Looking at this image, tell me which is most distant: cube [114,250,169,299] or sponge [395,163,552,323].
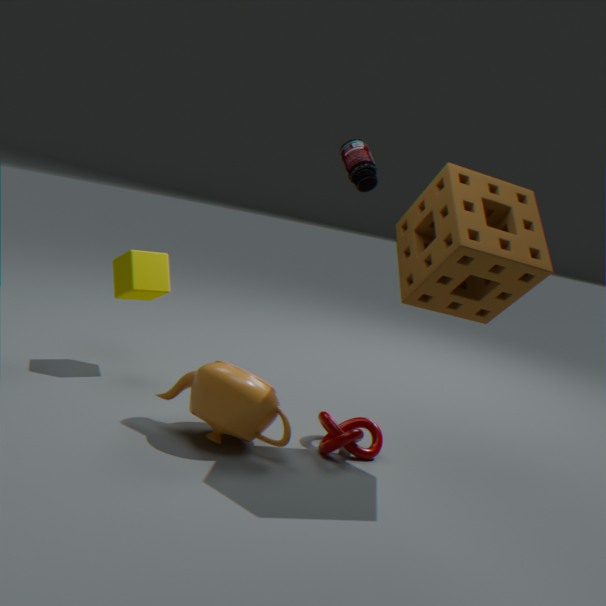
cube [114,250,169,299]
